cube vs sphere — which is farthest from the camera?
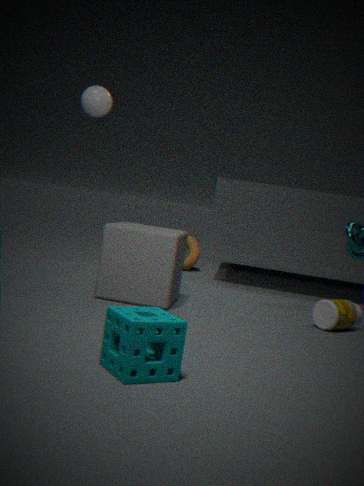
sphere
